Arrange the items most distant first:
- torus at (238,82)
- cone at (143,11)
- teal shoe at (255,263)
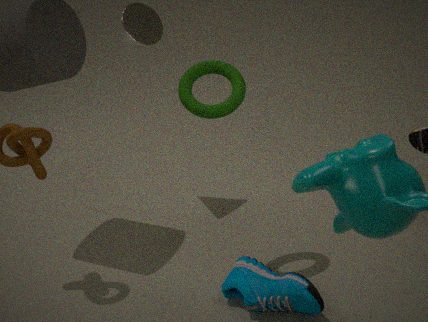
cone at (143,11) → torus at (238,82) → teal shoe at (255,263)
